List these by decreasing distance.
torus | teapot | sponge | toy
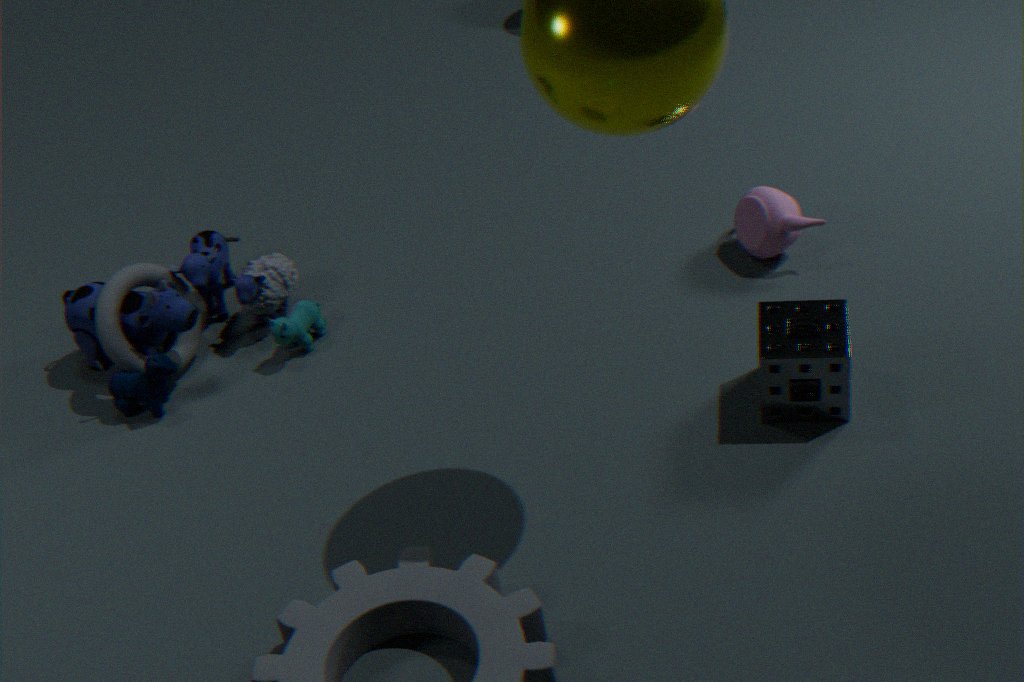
teapot
torus
toy
sponge
